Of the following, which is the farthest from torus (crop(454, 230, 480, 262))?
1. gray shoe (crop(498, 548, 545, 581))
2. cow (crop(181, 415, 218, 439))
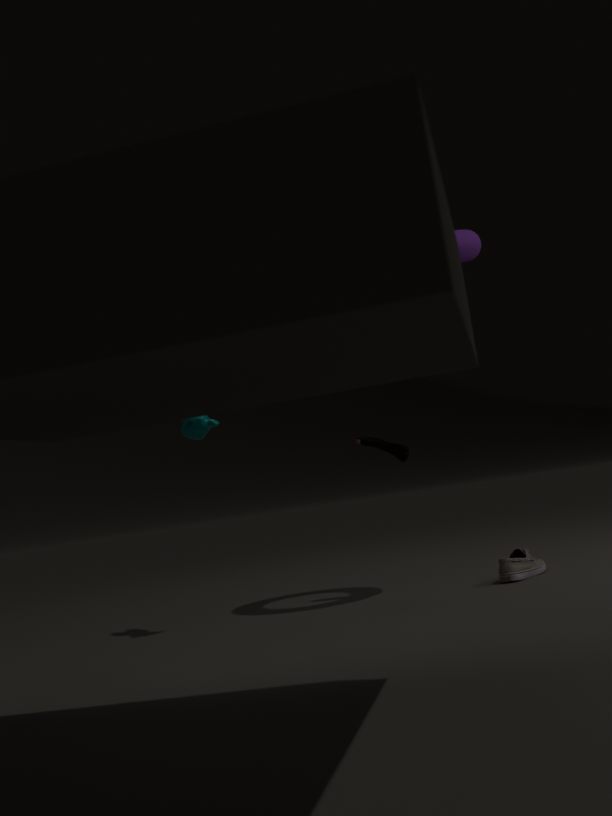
gray shoe (crop(498, 548, 545, 581))
